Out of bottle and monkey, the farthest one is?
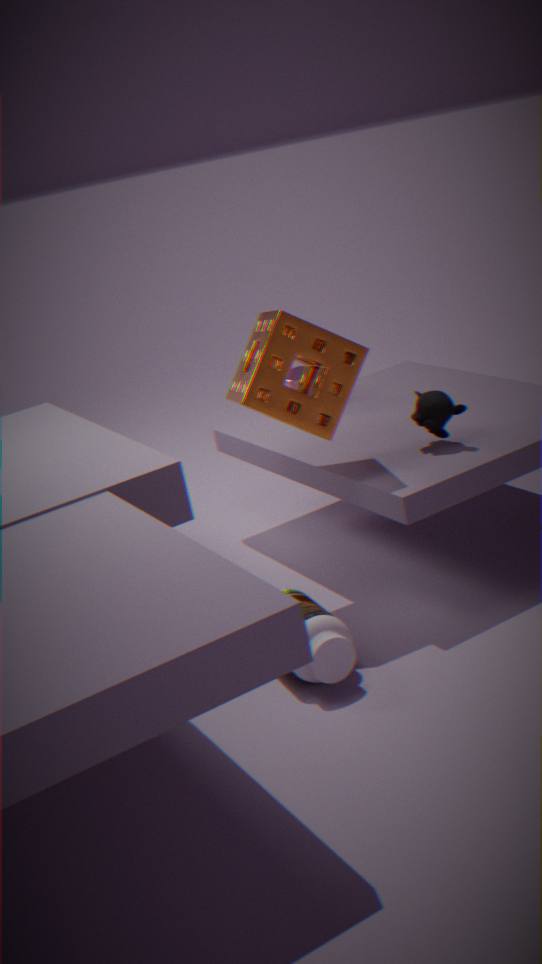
monkey
